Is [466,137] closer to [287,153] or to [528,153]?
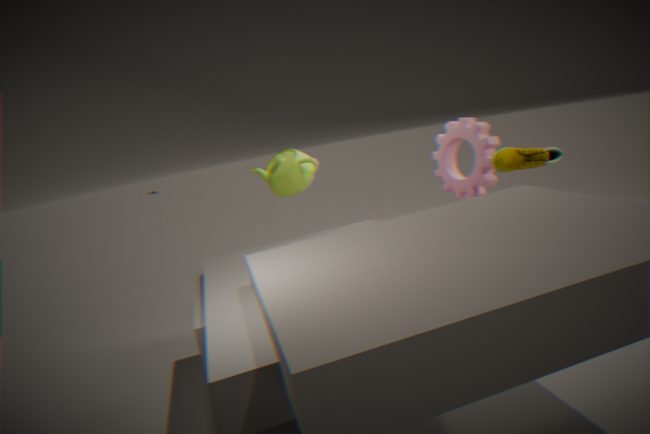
[528,153]
